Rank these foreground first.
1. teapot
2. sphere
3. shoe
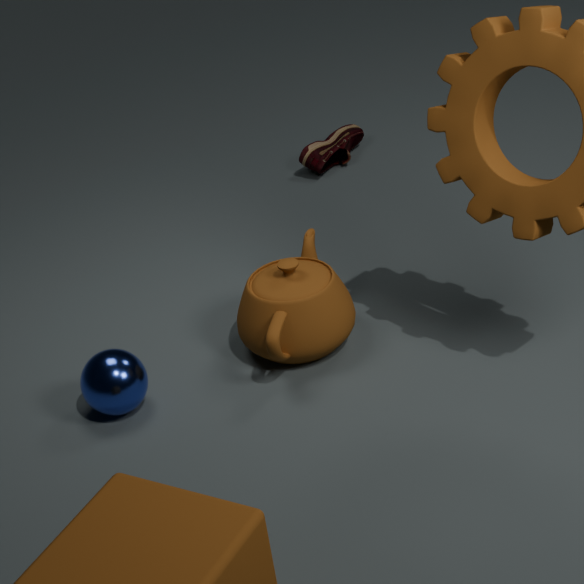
sphere, teapot, shoe
